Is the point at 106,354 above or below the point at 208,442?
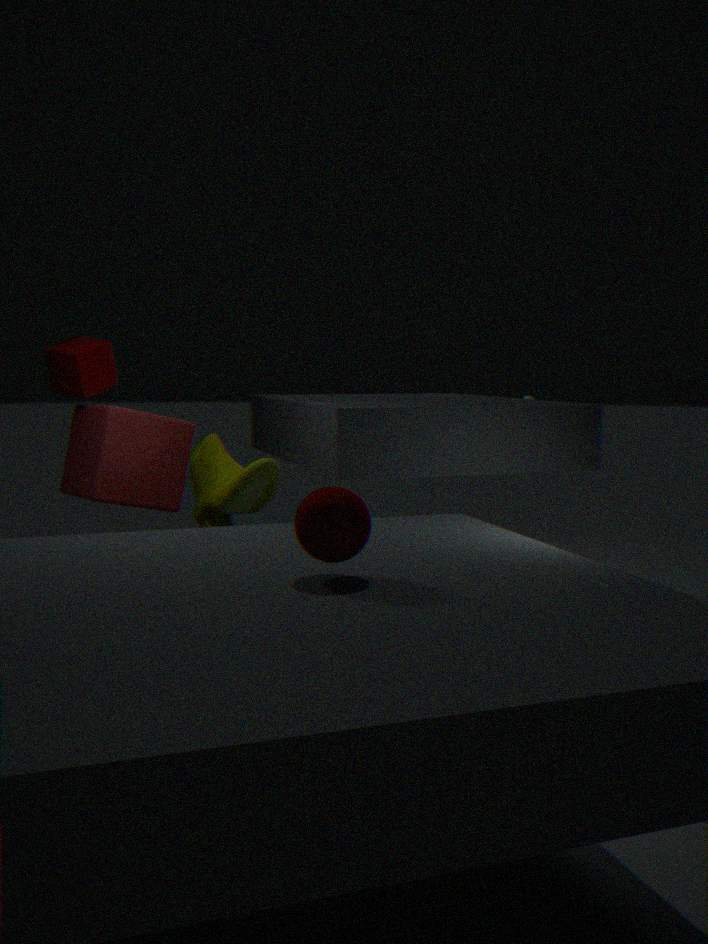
above
